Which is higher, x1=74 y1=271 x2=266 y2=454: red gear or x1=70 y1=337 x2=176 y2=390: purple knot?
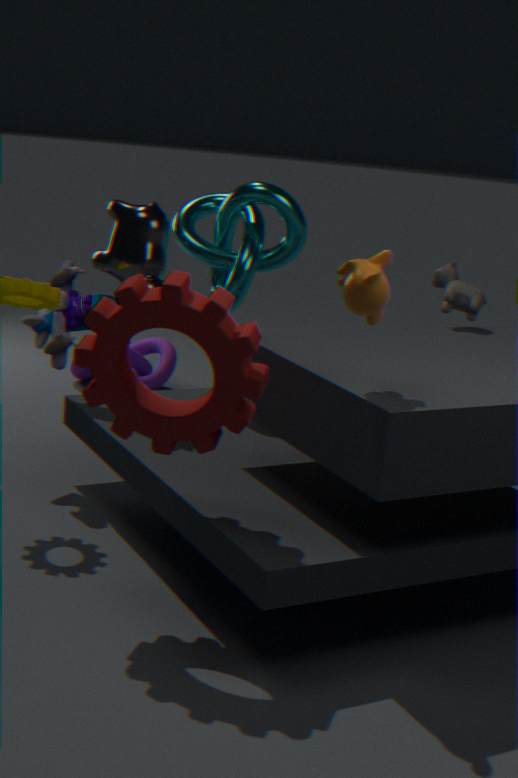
x1=74 y1=271 x2=266 y2=454: red gear
